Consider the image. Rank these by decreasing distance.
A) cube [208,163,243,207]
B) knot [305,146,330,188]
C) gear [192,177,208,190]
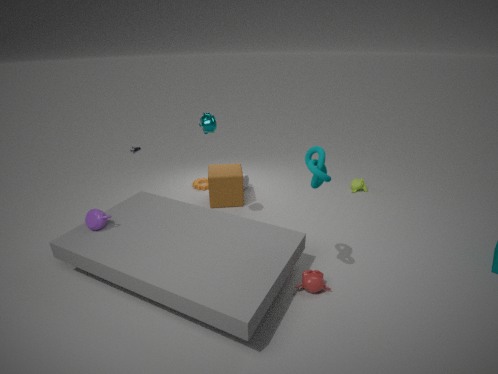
1. gear [192,177,208,190]
2. cube [208,163,243,207]
3. knot [305,146,330,188]
